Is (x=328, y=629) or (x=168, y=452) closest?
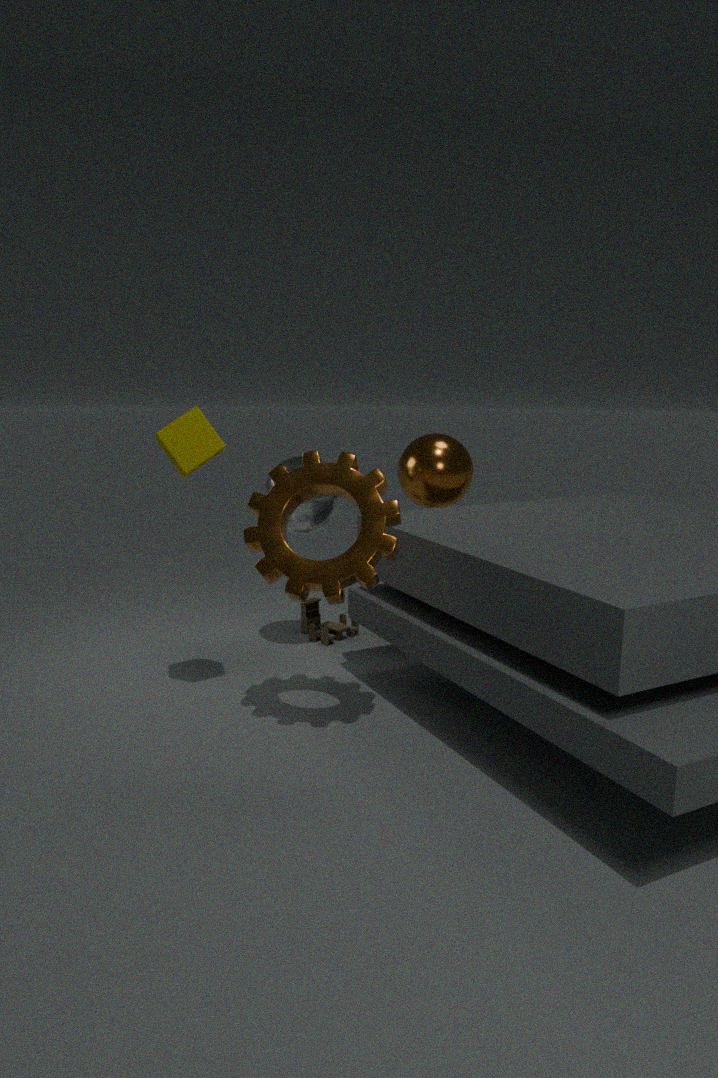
(x=168, y=452)
